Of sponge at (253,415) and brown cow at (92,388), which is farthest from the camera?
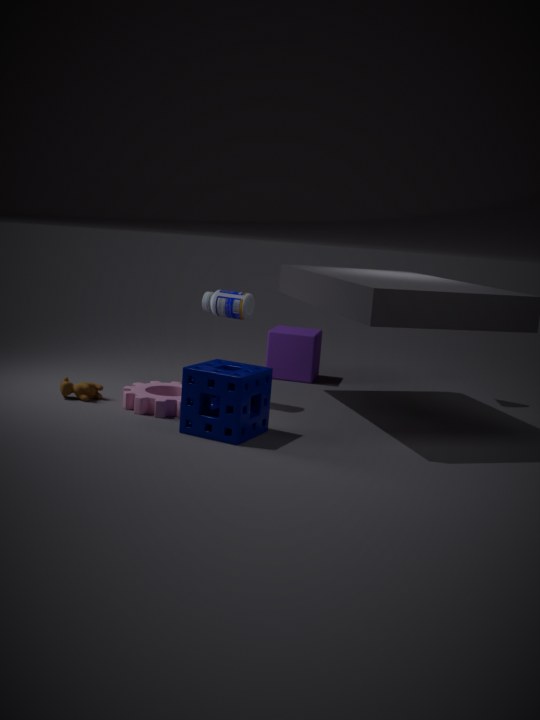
brown cow at (92,388)
